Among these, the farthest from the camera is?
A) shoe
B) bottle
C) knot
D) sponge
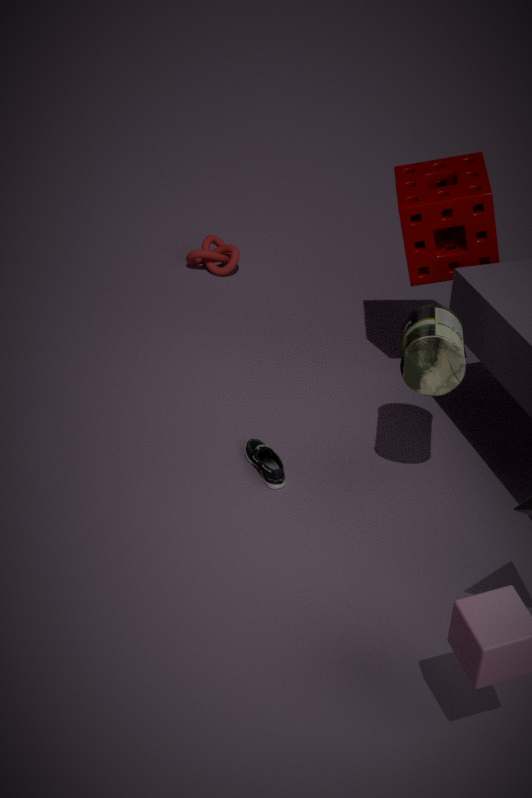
knot
